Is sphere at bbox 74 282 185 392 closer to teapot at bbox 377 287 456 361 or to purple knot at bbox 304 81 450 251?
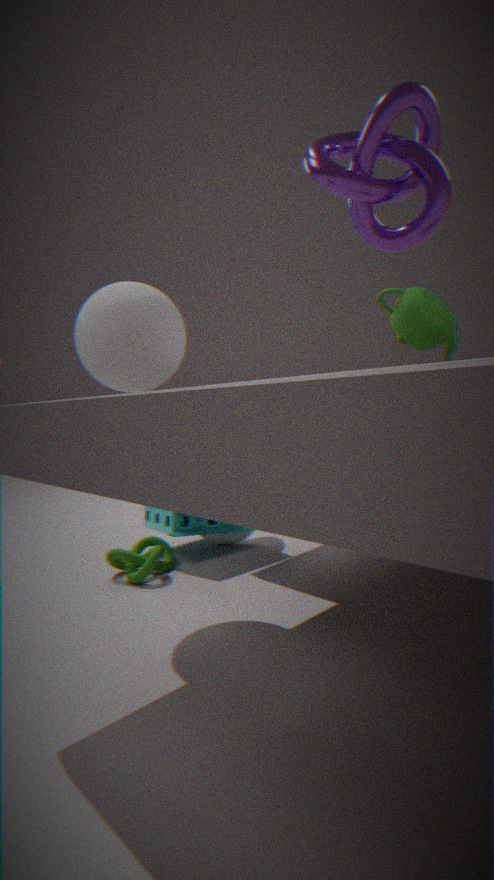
purple knot at bbox 304 81 450 251
